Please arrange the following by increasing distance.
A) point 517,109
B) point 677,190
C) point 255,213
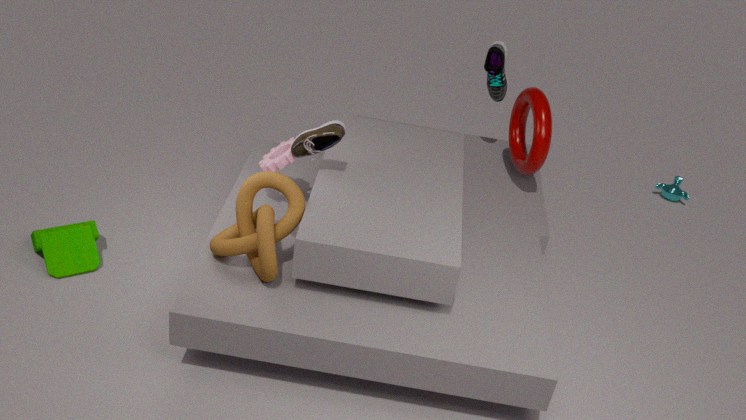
point 255,213
point 517,109
point 677,190
